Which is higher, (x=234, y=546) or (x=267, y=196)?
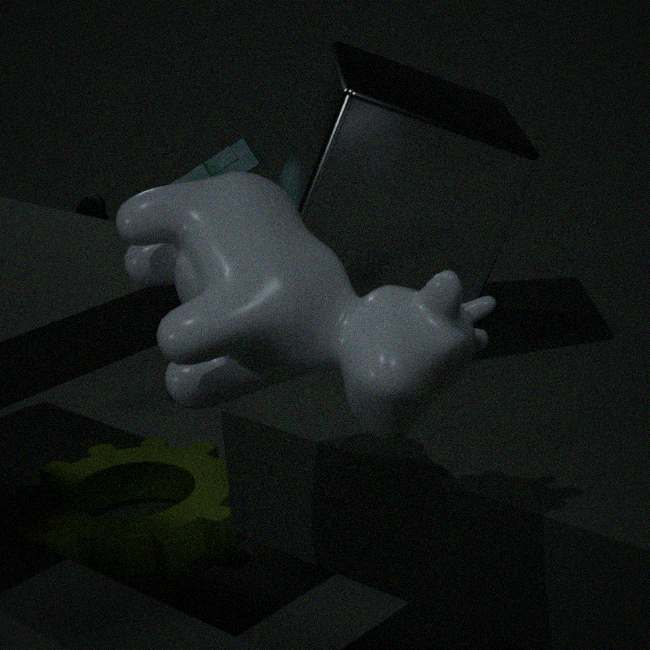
(x=267, y=196)
